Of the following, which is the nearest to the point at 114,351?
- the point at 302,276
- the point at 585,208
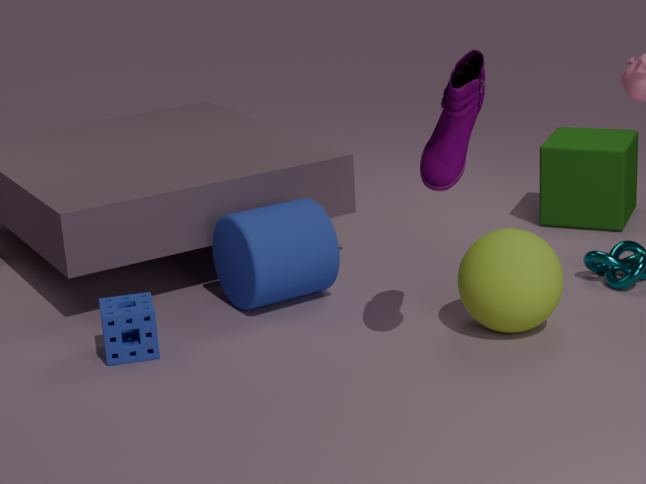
the point at 302,276
